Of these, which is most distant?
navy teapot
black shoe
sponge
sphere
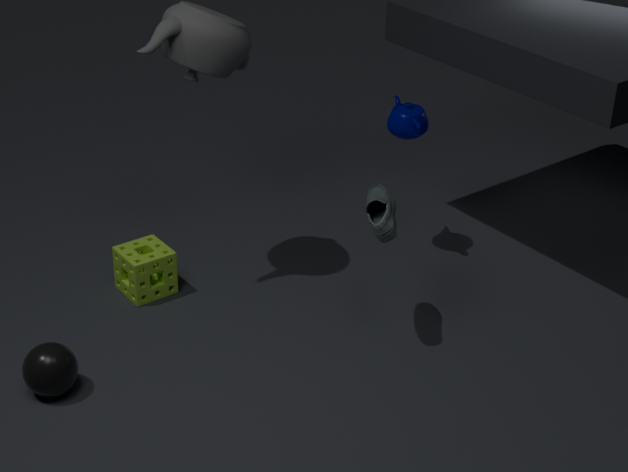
navy teapot
